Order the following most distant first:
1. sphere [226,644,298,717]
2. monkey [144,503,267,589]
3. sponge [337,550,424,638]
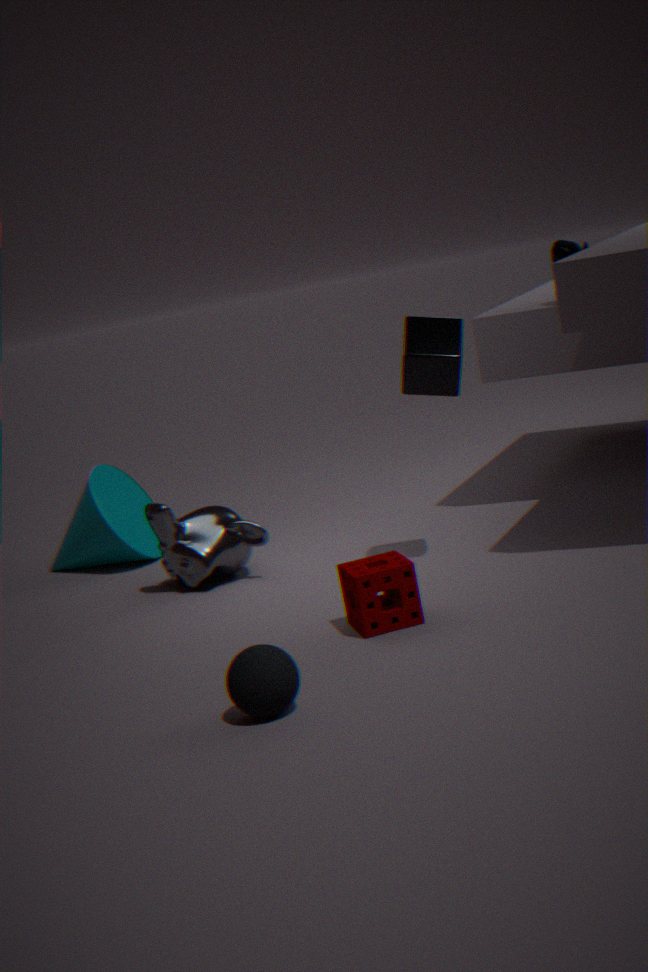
monkey [144,503,267,589], sponge [337,550,424,638], sphere [226,644,298,717]
